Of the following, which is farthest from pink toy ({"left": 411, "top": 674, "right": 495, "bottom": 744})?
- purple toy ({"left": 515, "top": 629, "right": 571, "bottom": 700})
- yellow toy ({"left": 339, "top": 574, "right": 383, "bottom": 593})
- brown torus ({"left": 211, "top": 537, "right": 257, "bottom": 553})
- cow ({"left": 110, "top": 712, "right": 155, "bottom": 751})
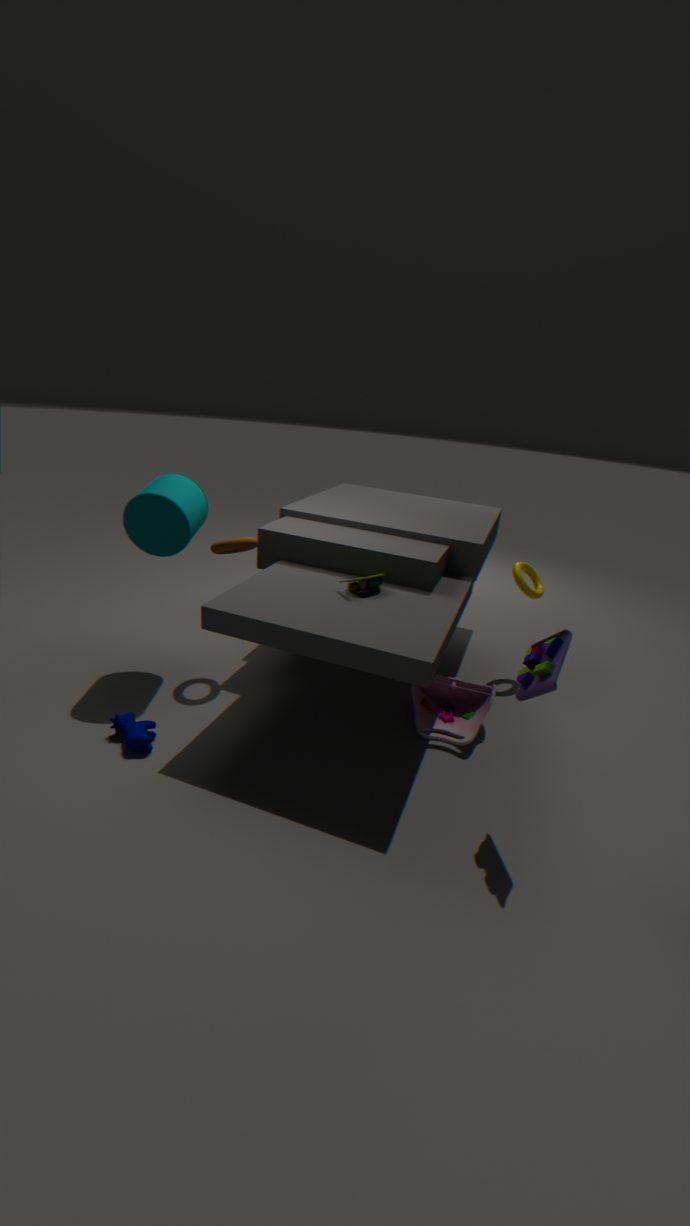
cow ({"left": 110, "top": 712, "right": 155, "bottom": 751})
